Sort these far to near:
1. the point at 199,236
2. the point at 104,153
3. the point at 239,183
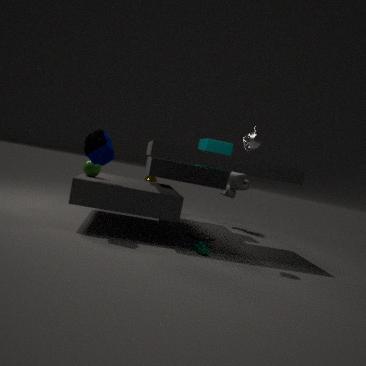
the point at 239,183 < the point at 199,236 < the point at 104,153
